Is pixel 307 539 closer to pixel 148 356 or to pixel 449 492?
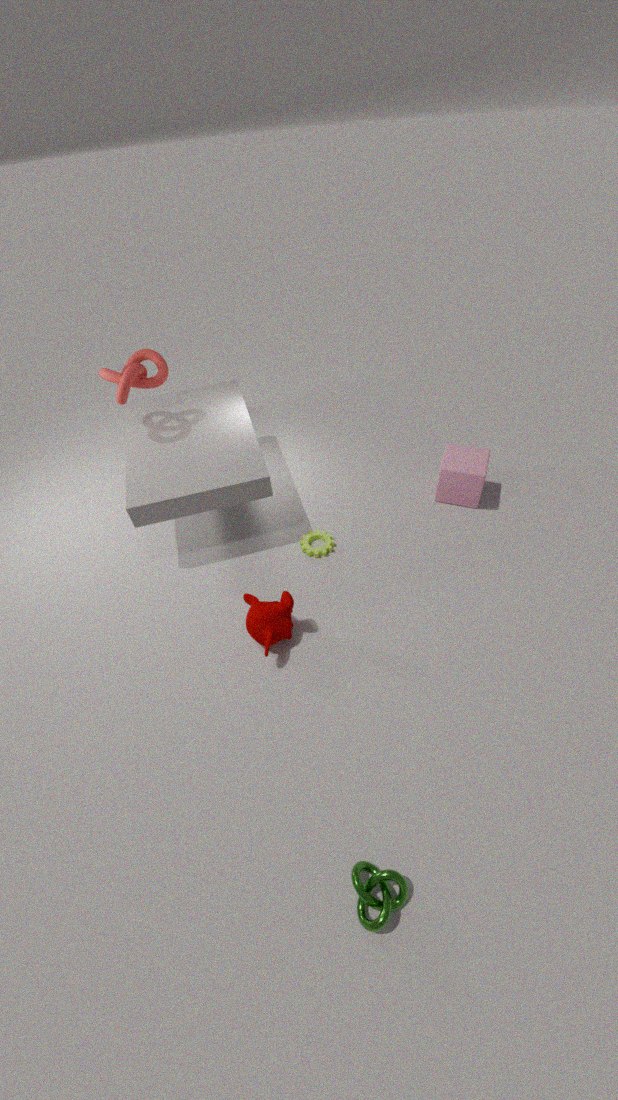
pixel 449 492
